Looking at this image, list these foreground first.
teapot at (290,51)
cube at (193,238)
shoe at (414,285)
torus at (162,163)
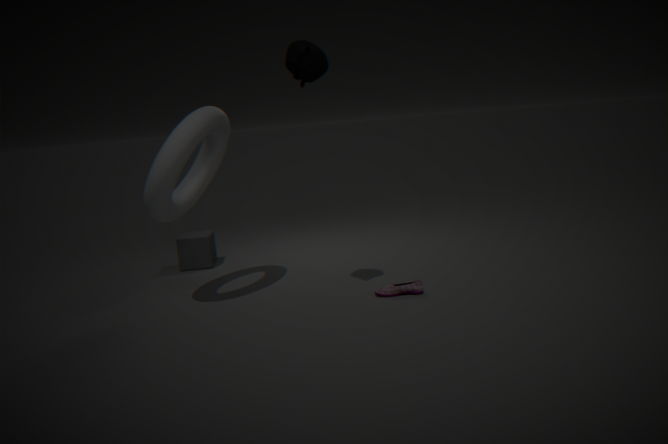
1. teapot at (290,51)
2. torus at (162,163)
3. shoe at (414,285)
4. cube at (193,238)
